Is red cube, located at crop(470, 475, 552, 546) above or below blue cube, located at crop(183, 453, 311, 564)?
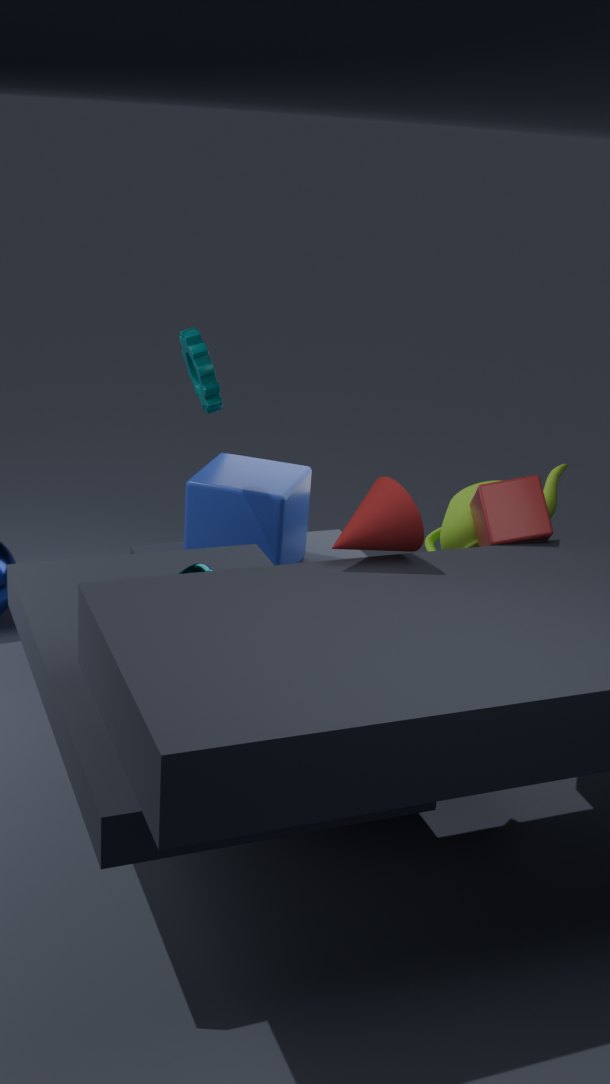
above
